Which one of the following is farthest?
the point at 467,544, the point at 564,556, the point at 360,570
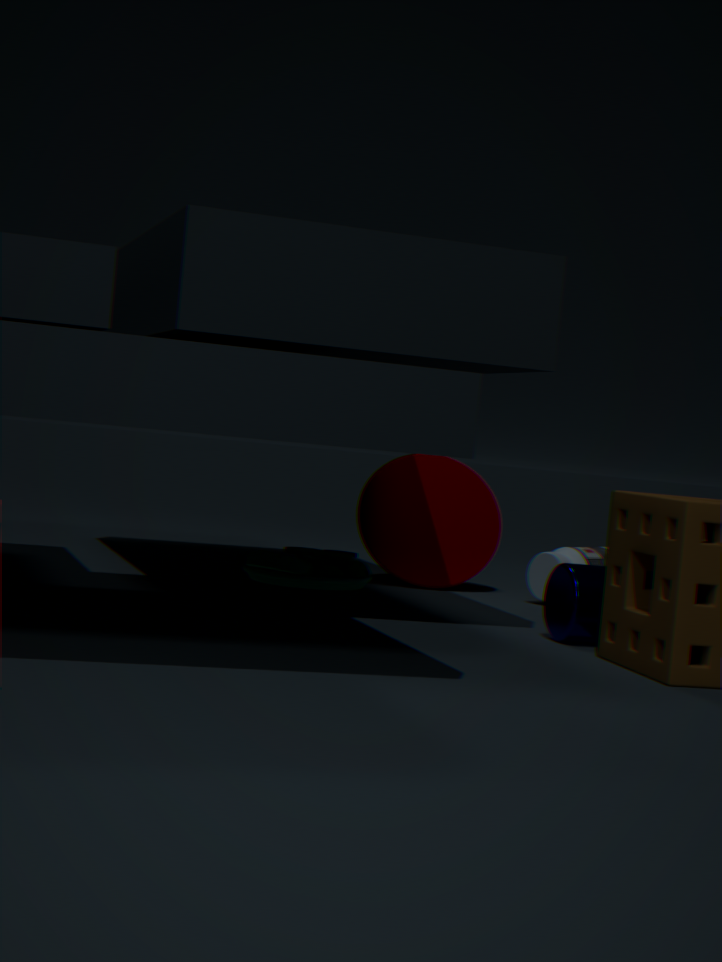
the point at 467,544
